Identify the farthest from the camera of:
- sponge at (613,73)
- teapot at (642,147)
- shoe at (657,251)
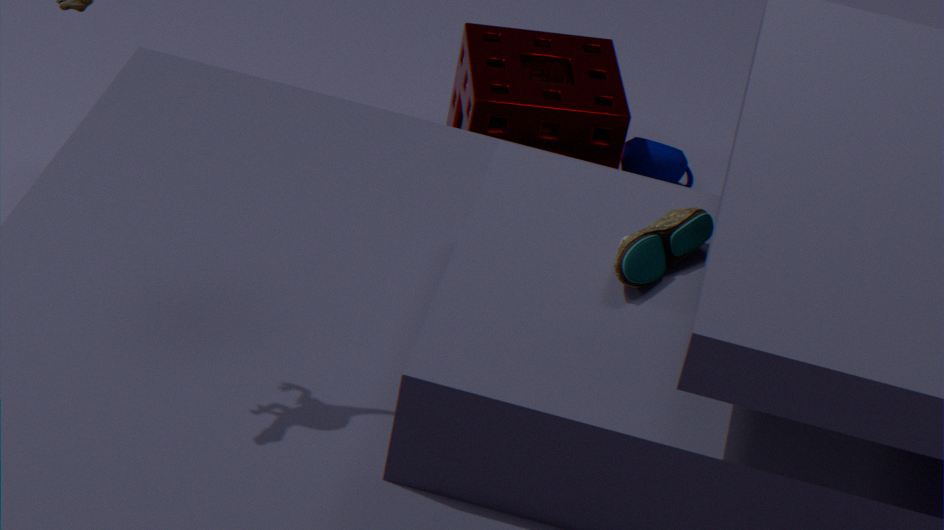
teapot at (642,147)
